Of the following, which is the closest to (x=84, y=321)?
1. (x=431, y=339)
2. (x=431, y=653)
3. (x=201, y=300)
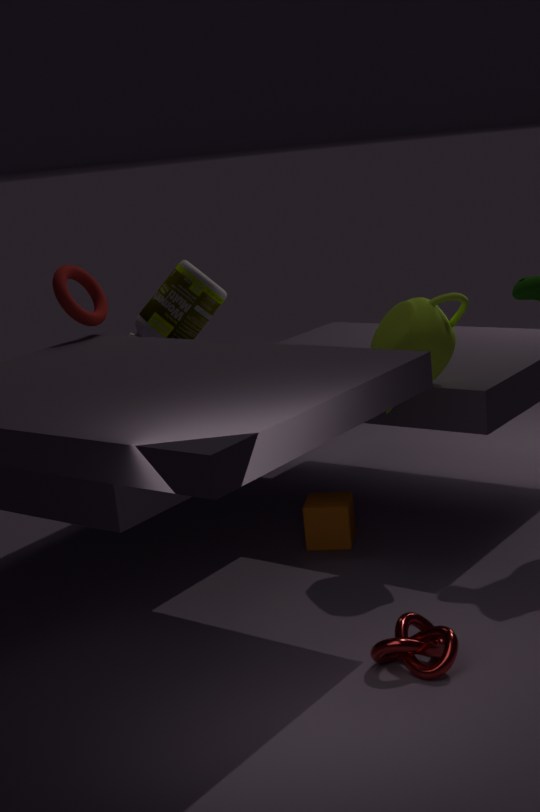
(x=201, y=300)
